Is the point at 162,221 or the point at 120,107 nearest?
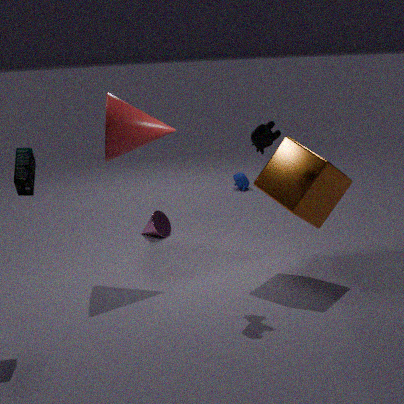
the point at 120,107
